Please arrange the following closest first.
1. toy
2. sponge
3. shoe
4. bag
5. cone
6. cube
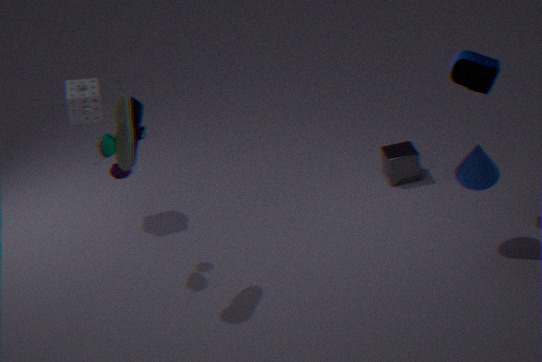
shoe < cone < bag < toy < sponge < cube
